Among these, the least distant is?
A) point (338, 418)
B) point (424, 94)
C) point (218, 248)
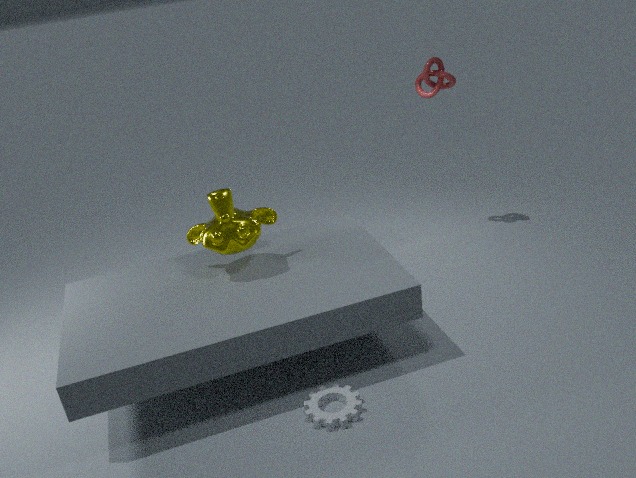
point (338, 418)
